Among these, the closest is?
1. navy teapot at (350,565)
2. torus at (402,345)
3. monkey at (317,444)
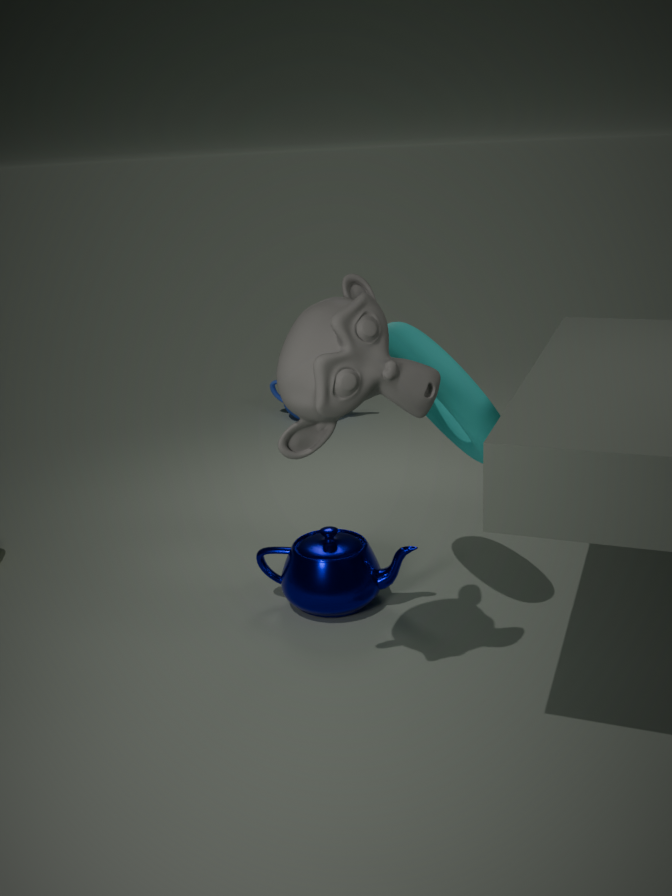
monkey at (317,444)
